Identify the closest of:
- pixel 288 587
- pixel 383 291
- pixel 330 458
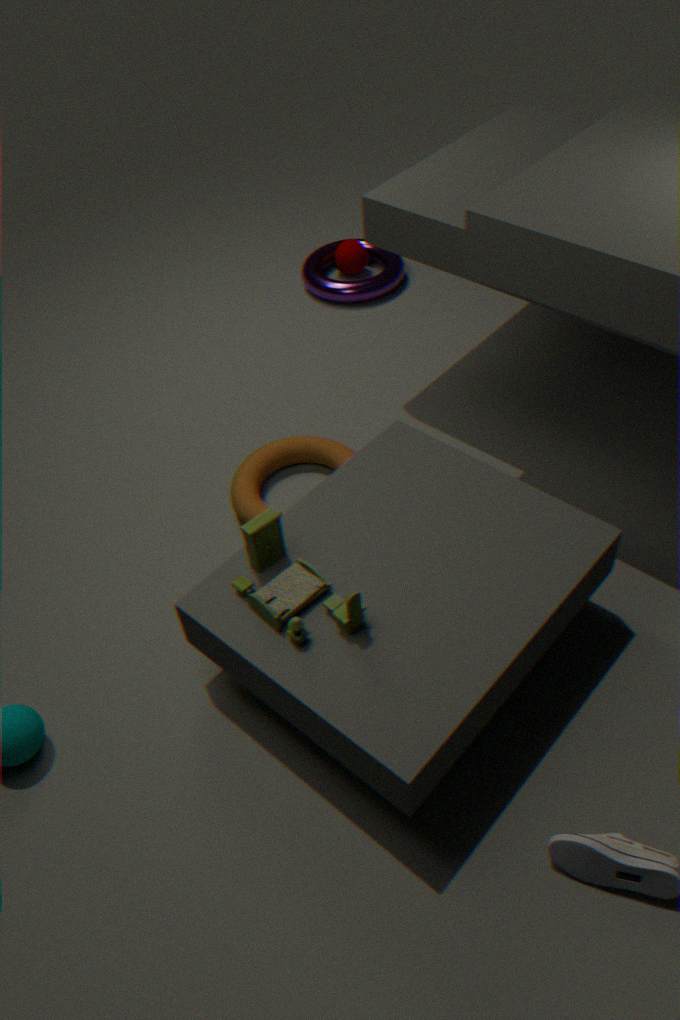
pixel 288 587
